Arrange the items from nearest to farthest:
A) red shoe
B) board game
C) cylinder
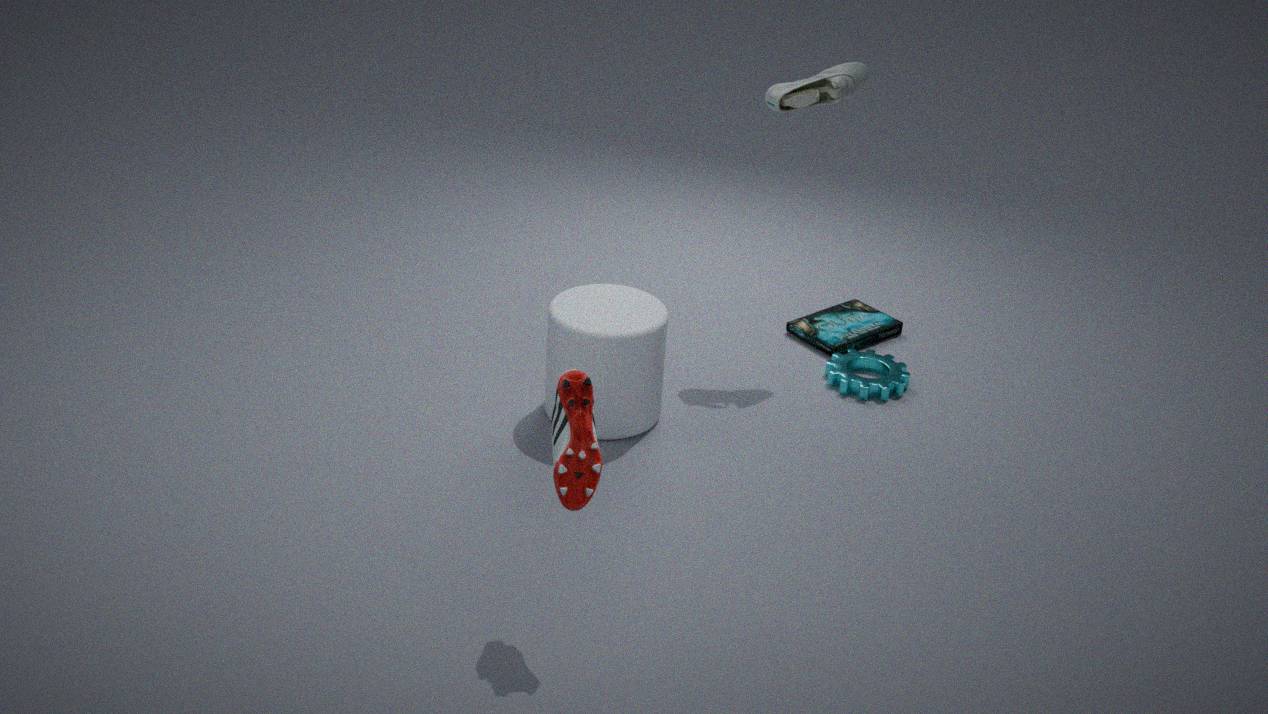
red shoe, cylinder, board game
